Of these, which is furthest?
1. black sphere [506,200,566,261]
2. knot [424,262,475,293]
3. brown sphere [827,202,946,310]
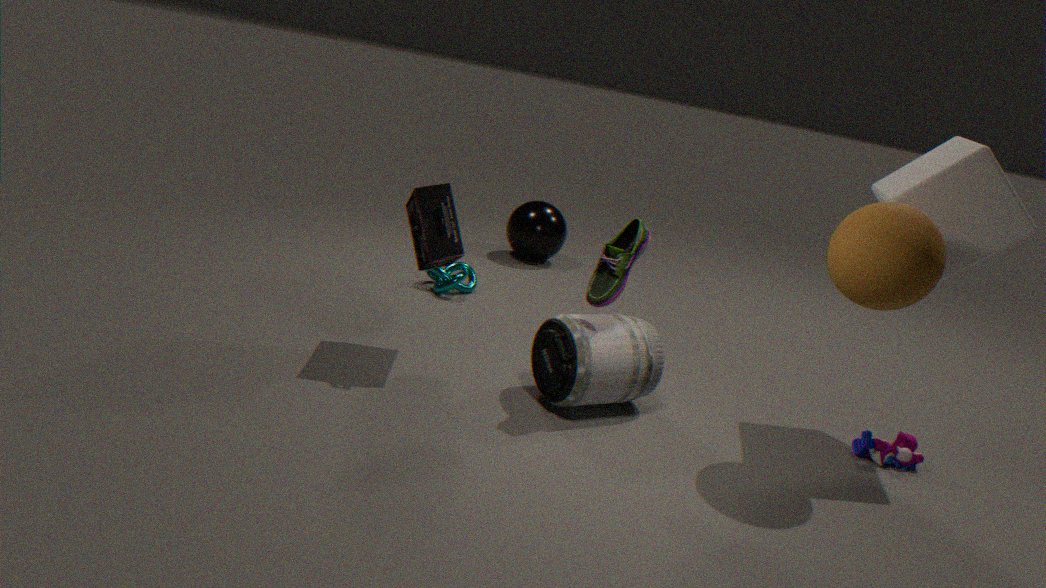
black sphere [506,200,566,261]
